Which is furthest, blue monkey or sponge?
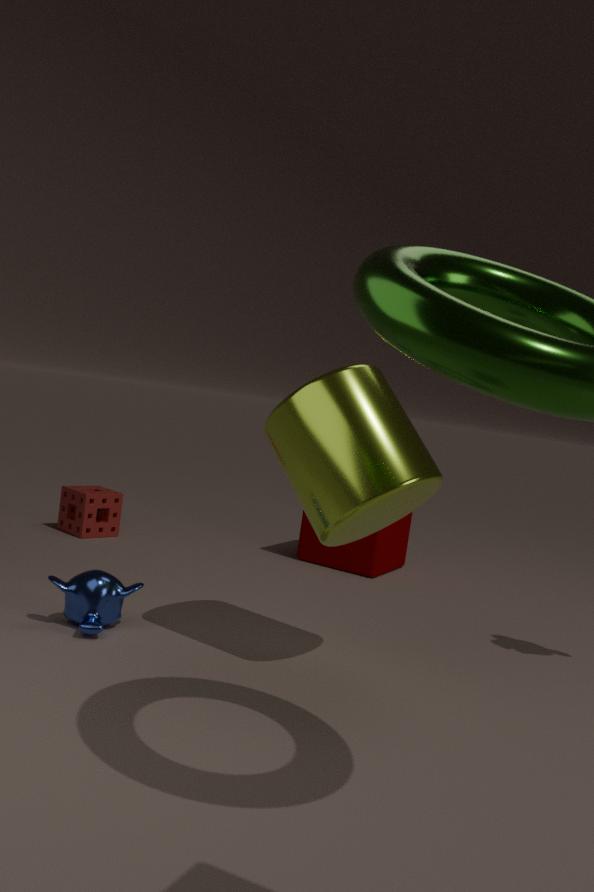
sponge
